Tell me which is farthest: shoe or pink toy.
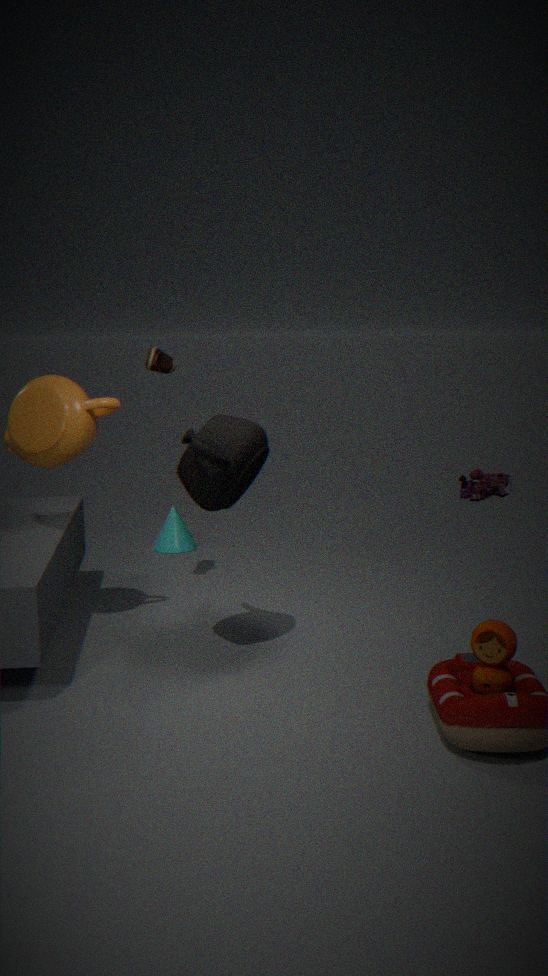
pink toy
